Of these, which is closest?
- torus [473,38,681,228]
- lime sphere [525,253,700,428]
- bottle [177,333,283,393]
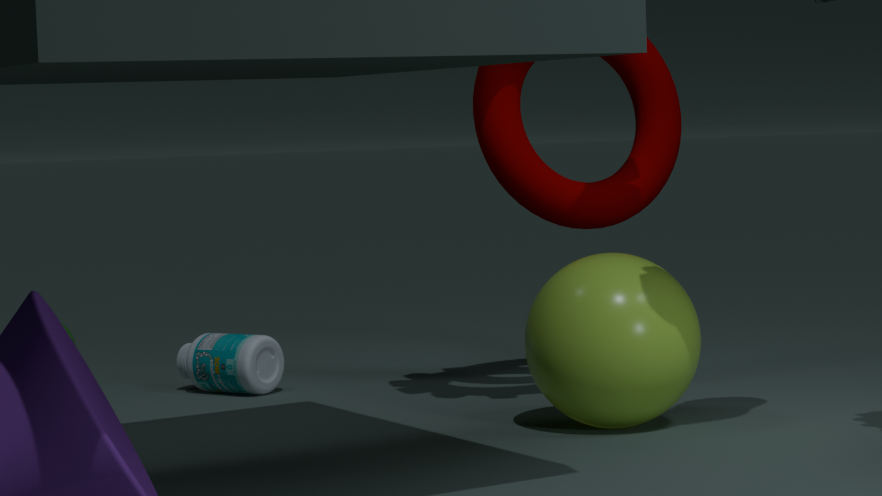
lime sphere [525,253,700,428]
